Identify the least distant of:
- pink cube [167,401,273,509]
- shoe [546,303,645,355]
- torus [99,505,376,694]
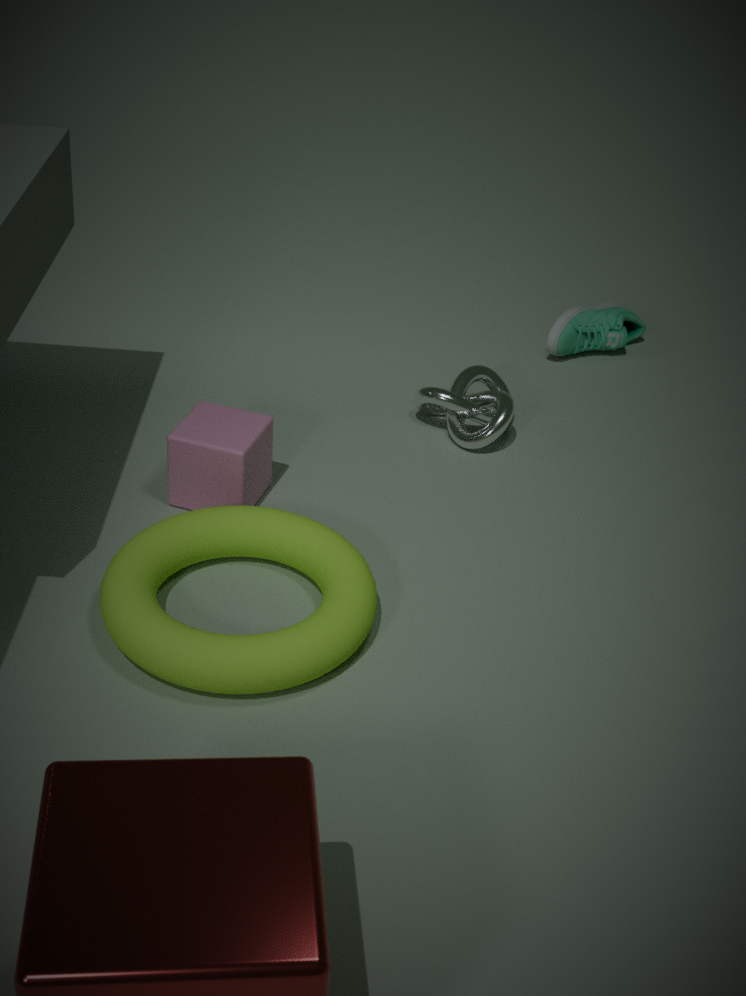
torus [99,505,376,694]
